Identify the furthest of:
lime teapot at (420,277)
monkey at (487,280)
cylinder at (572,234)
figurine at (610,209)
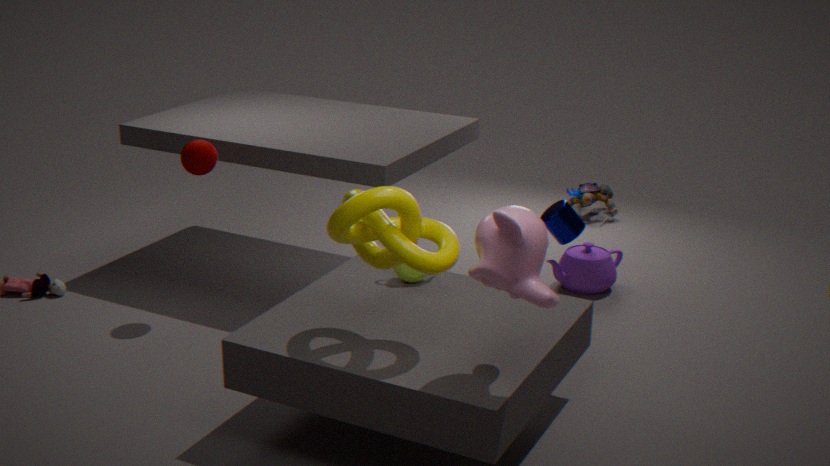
figurine at (610,209)
